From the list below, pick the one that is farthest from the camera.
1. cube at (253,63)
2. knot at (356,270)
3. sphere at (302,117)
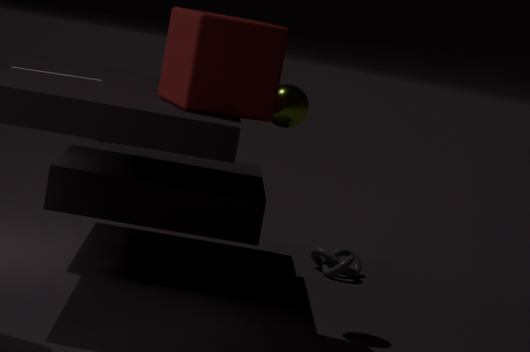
knot at (356,270)
